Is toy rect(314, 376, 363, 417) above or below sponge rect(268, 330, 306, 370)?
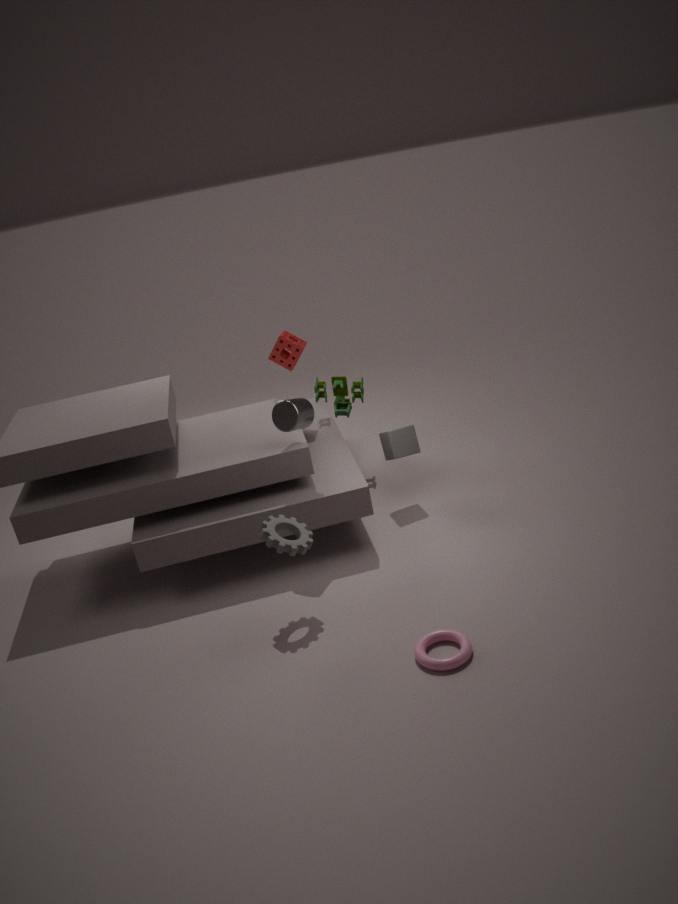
below
